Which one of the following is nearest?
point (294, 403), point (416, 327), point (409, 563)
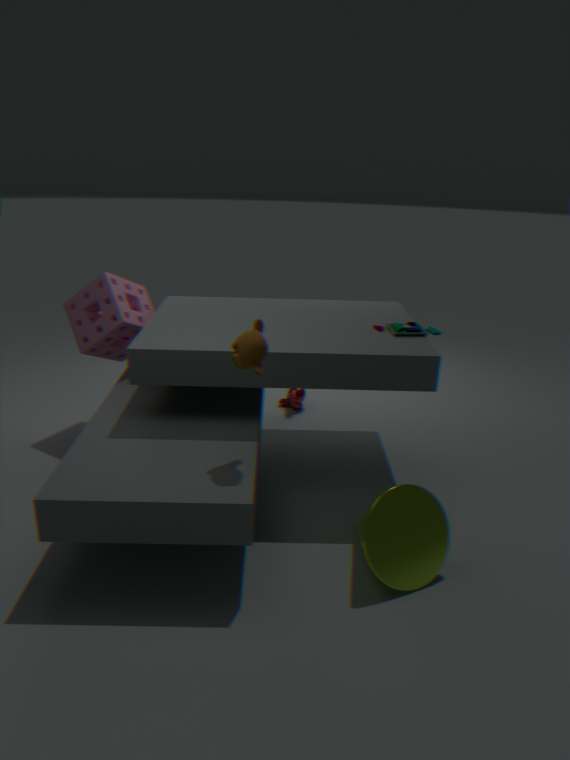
point (409, 563)
